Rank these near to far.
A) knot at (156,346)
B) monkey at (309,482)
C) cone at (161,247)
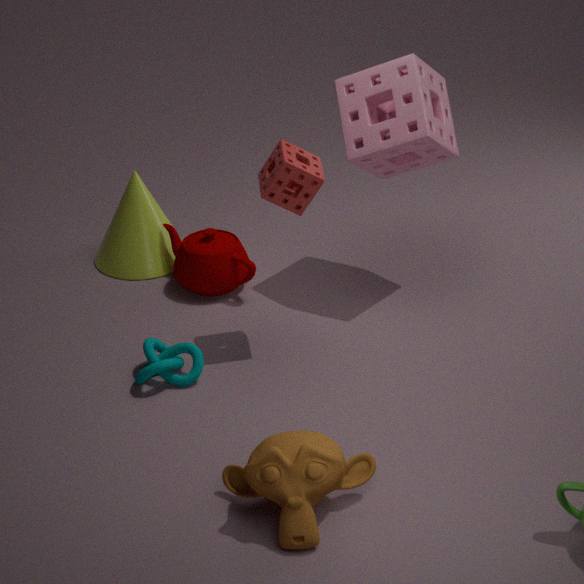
monkey at (309,482) < knot at (156,346) < cone at (161,247)
